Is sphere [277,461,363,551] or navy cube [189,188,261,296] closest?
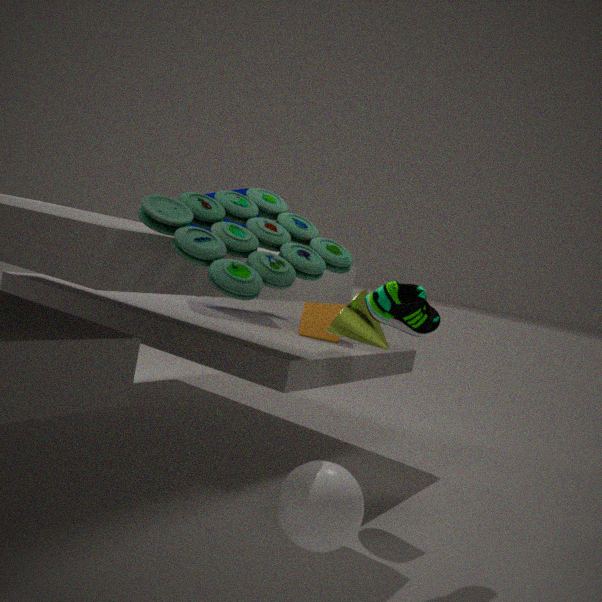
sphere [277,461,363,551]
